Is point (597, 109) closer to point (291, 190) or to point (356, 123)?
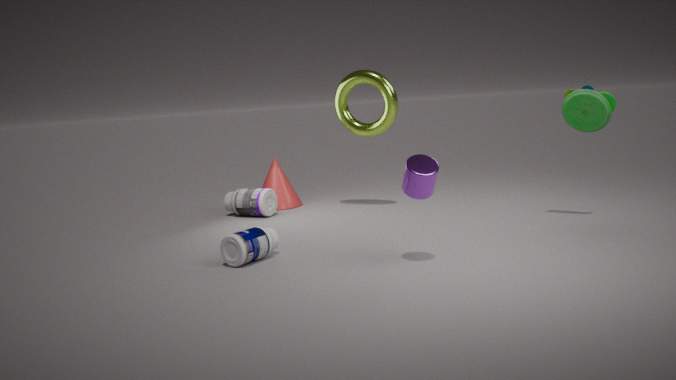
point (356, 123)
